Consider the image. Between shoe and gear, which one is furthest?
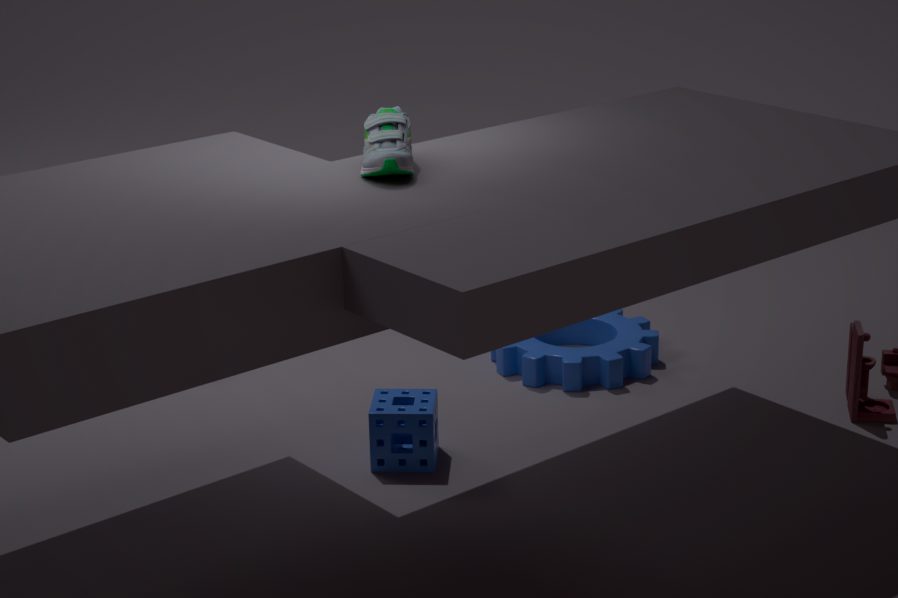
gear
